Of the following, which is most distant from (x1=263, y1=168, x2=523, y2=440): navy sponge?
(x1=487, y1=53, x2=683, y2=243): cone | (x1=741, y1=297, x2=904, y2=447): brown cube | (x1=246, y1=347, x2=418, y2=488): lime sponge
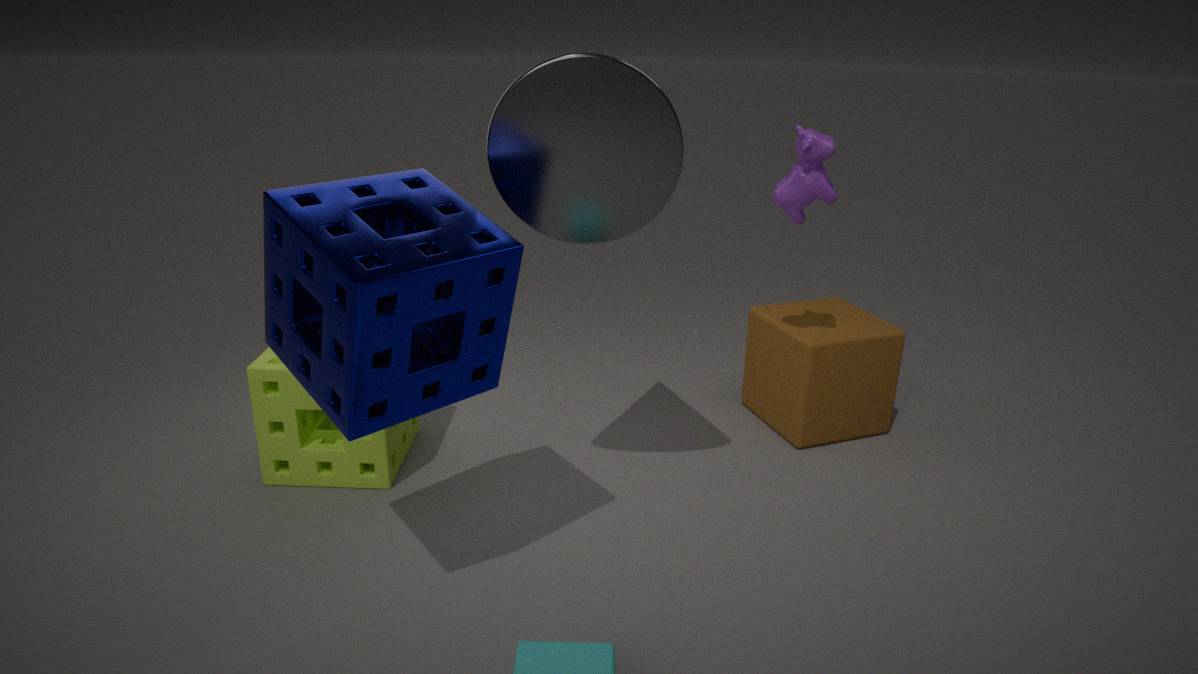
(x1=741, y1=297, x2=904, y2=447): brown cube
